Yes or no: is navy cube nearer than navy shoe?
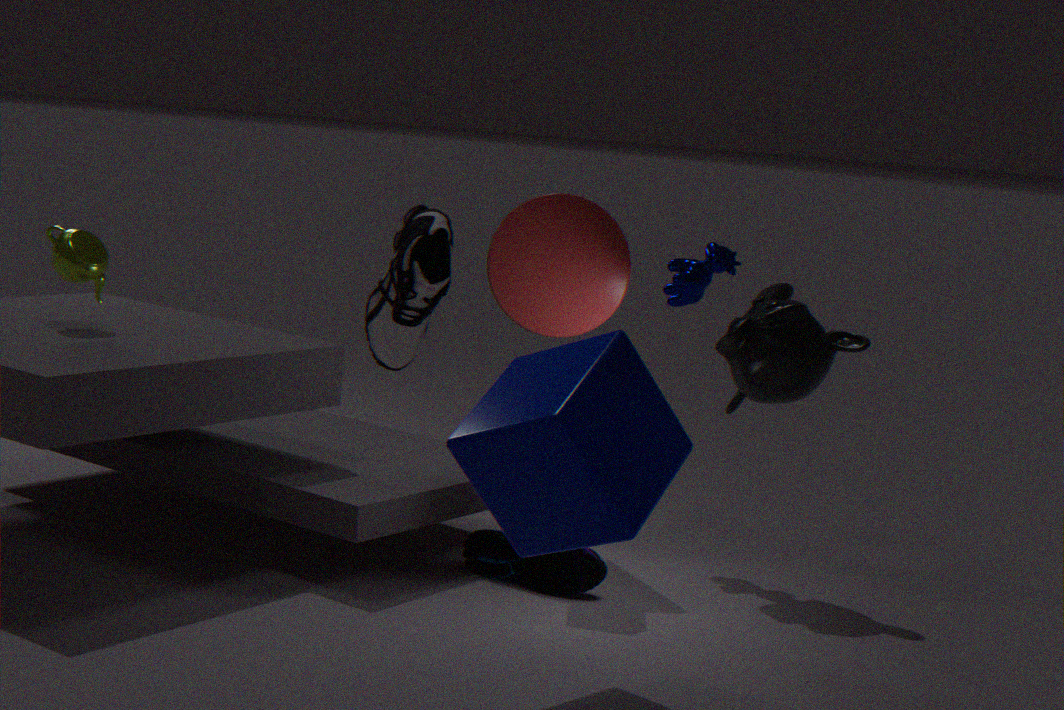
Yes
